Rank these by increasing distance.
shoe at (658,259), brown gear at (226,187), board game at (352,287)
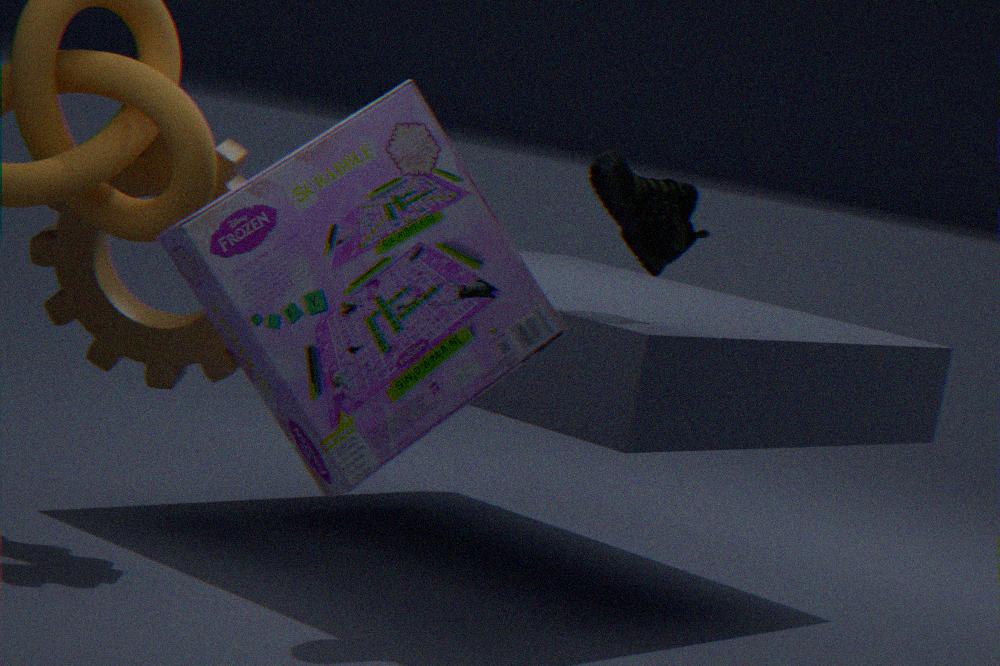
Answer: board game at (352,287) → shoe at (658,259) → brown gear at (226,187)
